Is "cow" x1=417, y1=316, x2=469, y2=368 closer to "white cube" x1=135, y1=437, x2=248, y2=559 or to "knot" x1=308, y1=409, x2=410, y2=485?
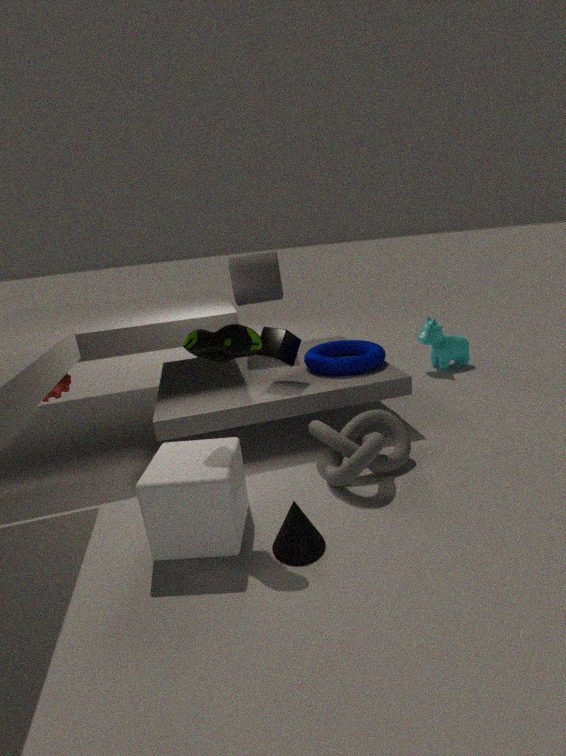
"knot" x1=308, y1=409, x2=410, y2=485
